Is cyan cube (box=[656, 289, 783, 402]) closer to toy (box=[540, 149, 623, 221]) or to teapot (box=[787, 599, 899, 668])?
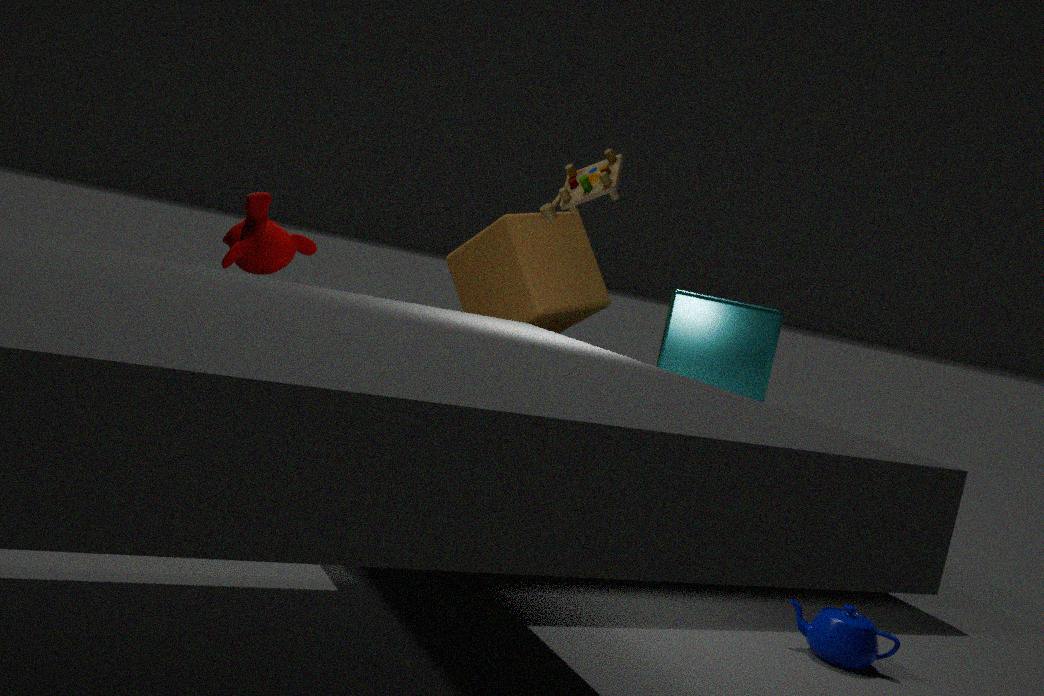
toy (box=[540, 149, 623, 221])
